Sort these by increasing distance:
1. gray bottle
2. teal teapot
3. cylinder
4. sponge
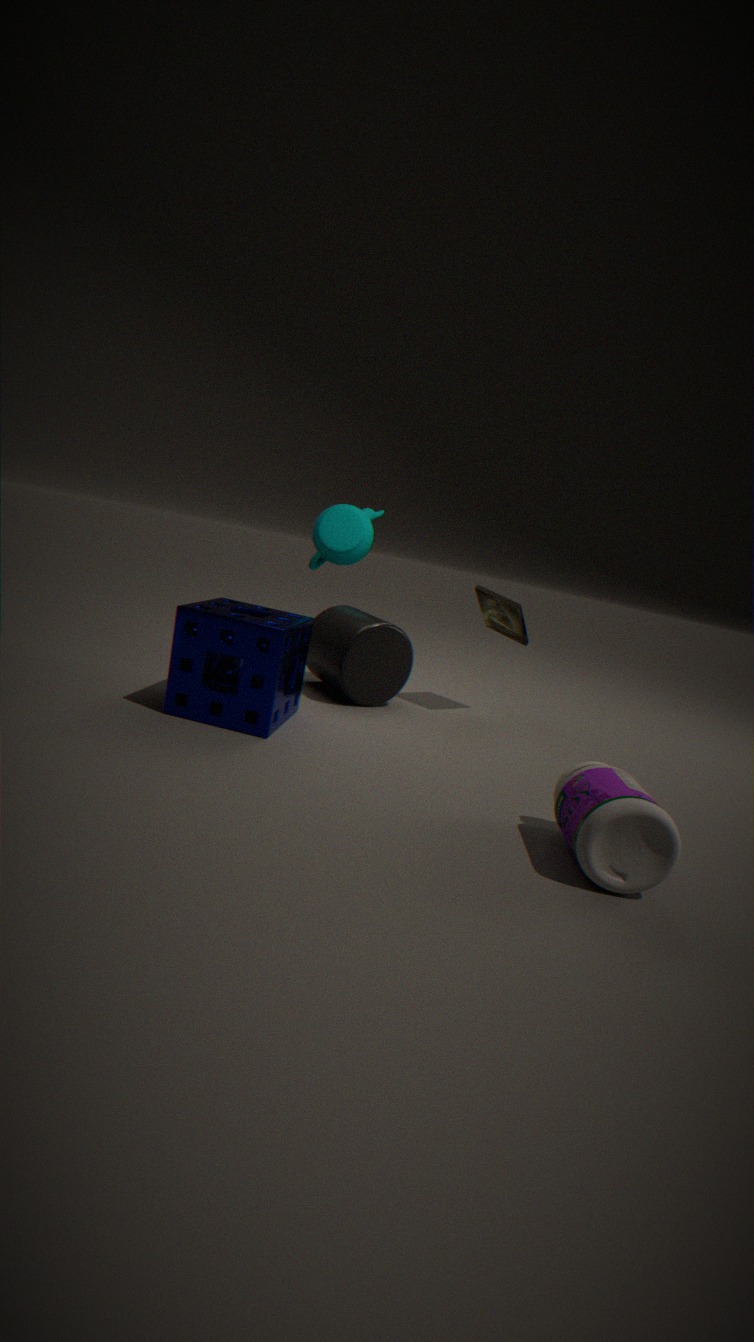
gray bottle
sponge
cylinder
teal teapot
